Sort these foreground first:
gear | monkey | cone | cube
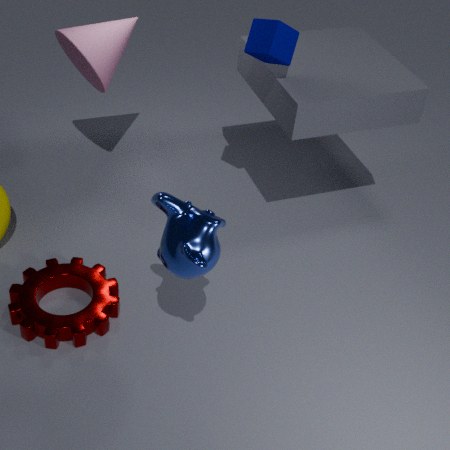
monkey
gear
cube
cone
